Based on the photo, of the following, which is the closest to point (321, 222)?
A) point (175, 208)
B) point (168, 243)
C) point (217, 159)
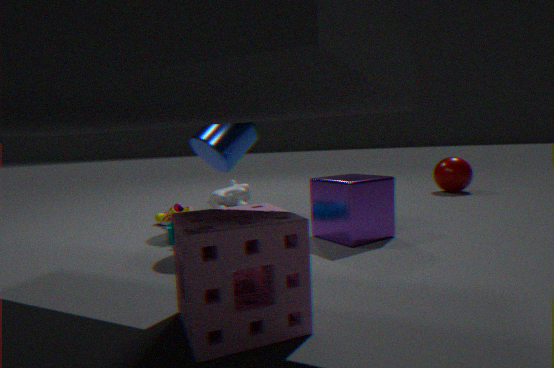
point (168, 243)
